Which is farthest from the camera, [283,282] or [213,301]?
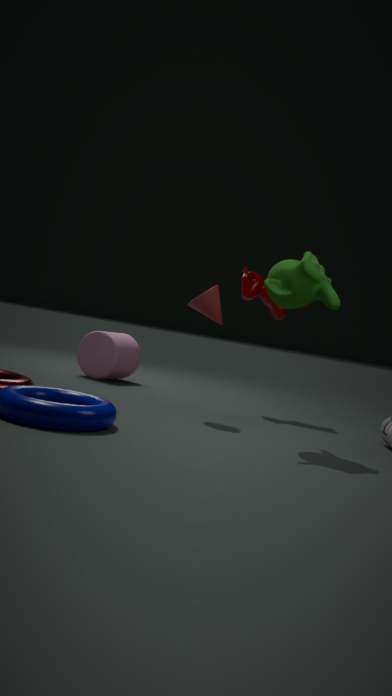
→ [213,301]
